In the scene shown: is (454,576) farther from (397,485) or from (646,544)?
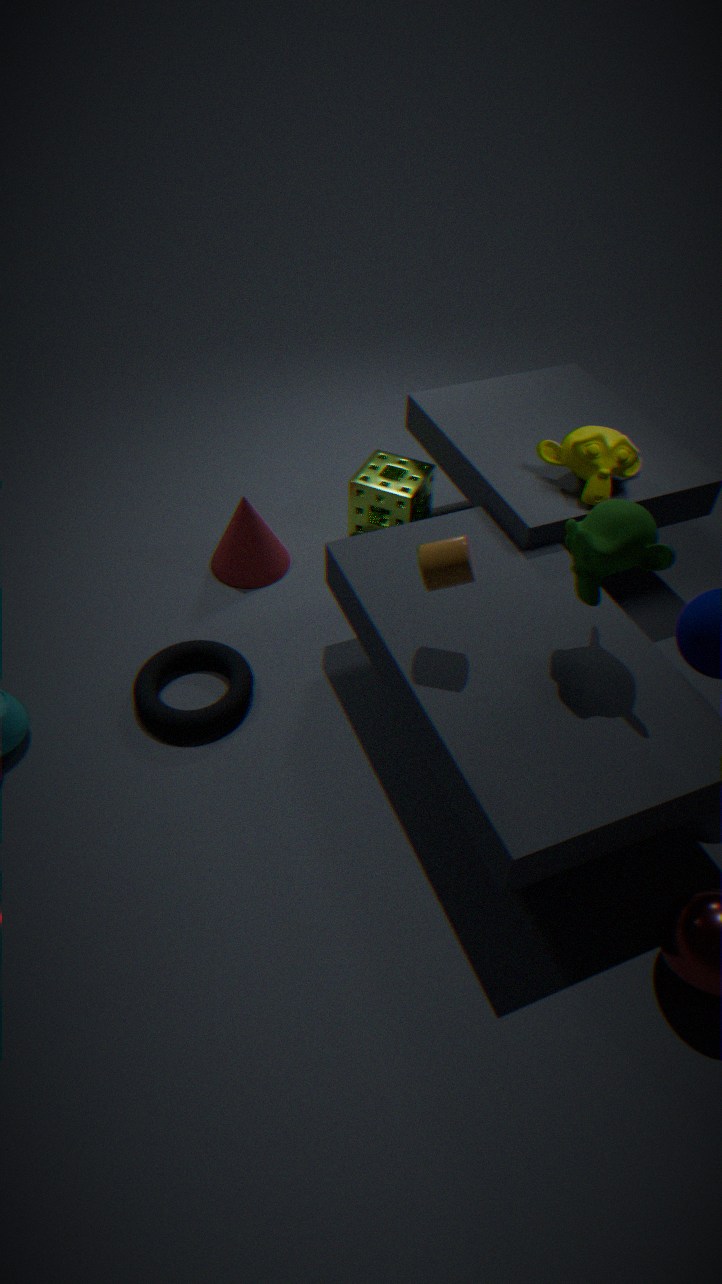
(397,485)
